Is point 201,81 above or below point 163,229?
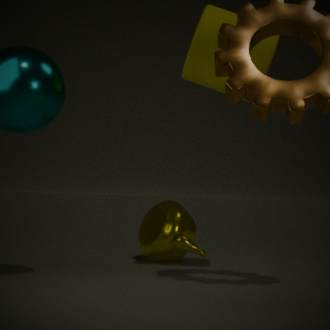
above
